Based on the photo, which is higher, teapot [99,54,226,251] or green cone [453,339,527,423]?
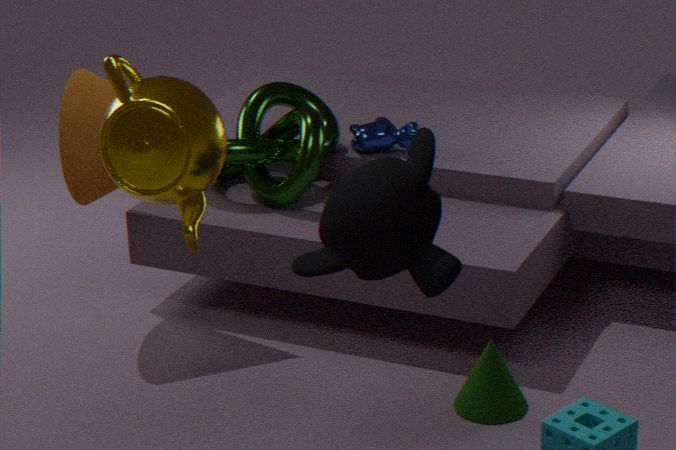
teapot [99,54,226,251]
